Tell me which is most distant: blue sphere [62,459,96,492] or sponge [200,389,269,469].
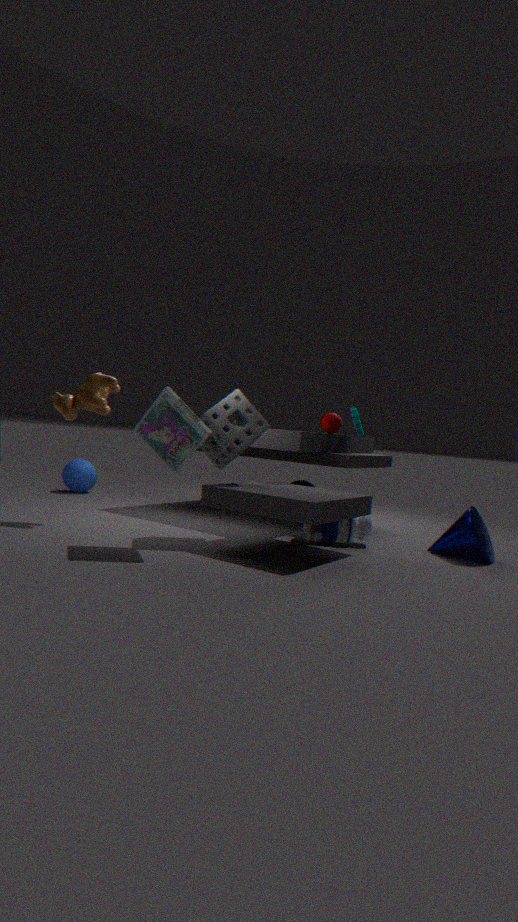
blue sphere [62,459,96,492]
